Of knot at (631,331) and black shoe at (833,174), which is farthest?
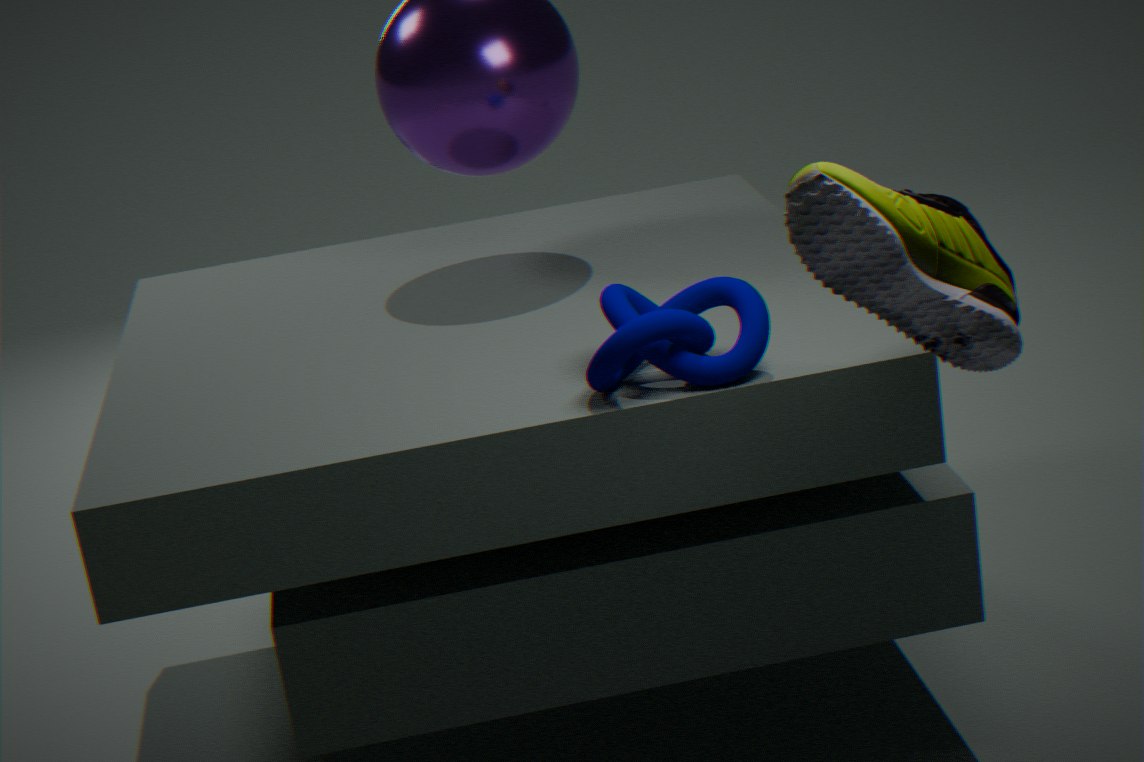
knot at (631,331)
